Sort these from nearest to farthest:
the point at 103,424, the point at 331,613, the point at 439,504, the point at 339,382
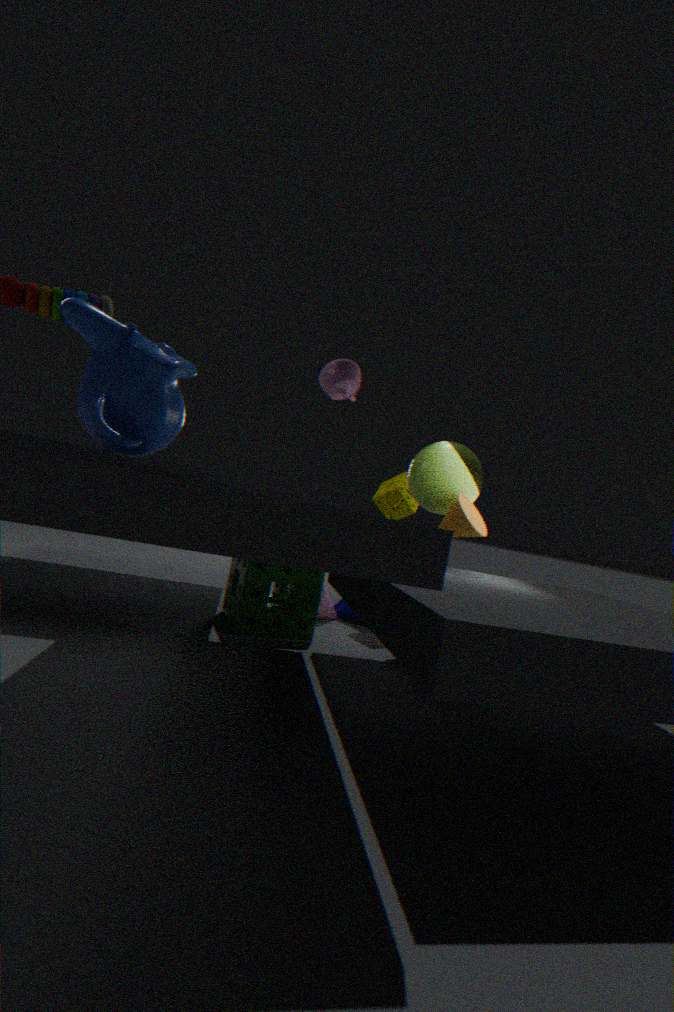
the point at 103,424
the point at 339,382
the point at 439,504
the point at 331,613
